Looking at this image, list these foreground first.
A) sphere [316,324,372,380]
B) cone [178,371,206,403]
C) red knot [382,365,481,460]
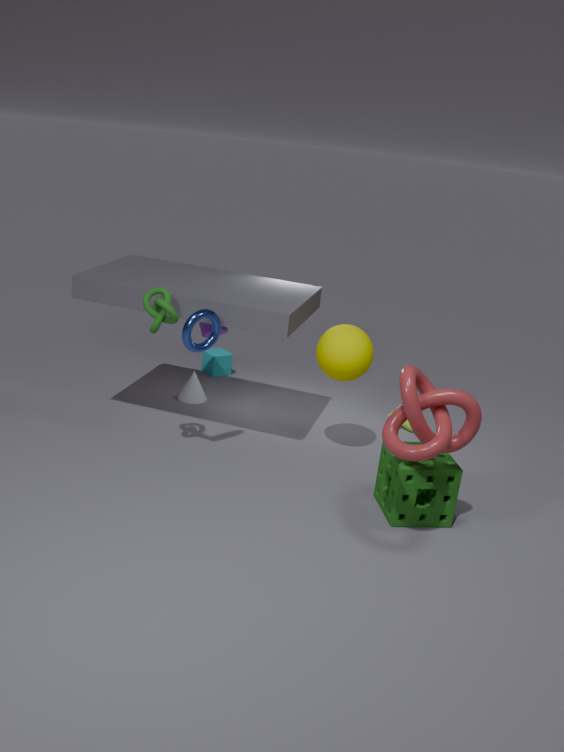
1. red knot [382,365,481,460]
2. sphere [316,324,372,380]
3. cone [178,371,206,403]
